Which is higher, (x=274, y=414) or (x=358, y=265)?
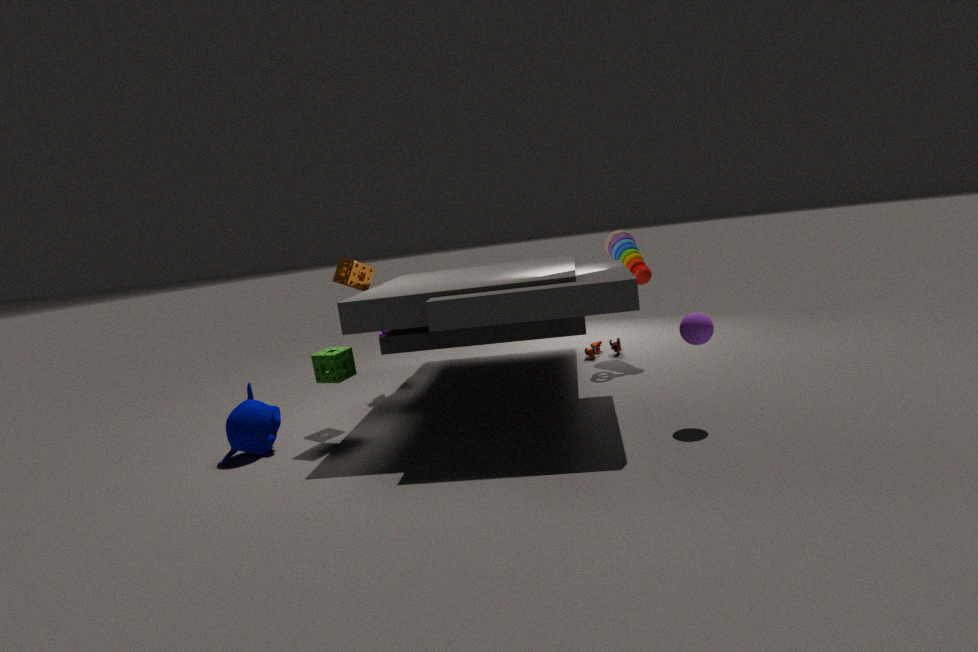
(x=358, y=265)
